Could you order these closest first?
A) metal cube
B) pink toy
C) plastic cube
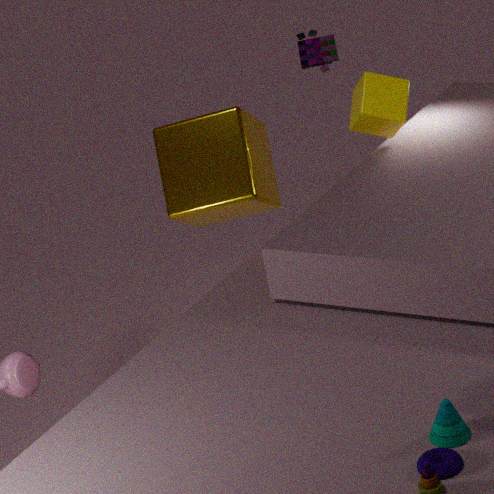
metal cube
plastic cube
pink toy
